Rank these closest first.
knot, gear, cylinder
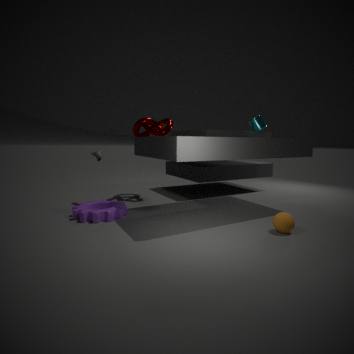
1. gear
2. knot
3. cylinder
